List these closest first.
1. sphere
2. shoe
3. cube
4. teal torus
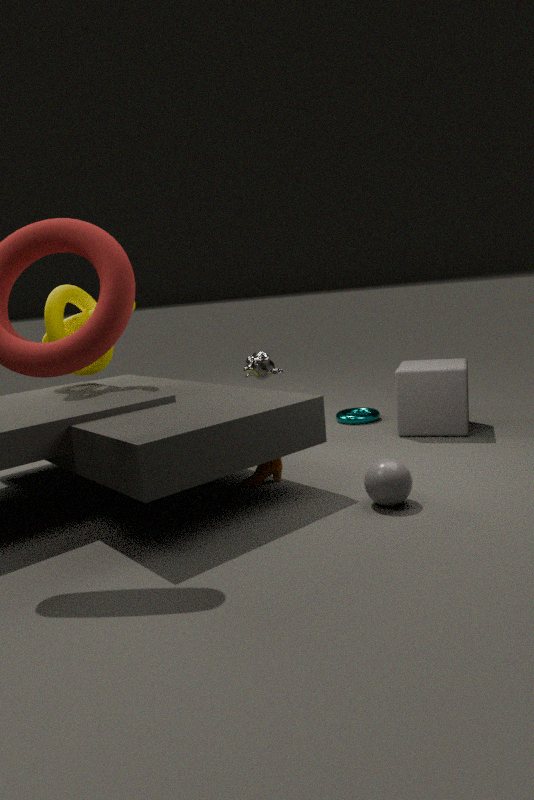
sphere
shoe
cube
teal torus
